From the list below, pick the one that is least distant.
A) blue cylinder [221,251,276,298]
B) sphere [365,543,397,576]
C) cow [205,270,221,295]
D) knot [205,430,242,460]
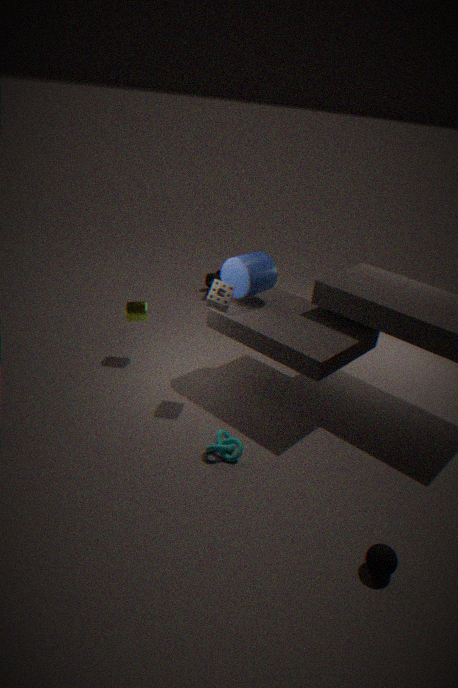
sphere [365,543,397,576]
